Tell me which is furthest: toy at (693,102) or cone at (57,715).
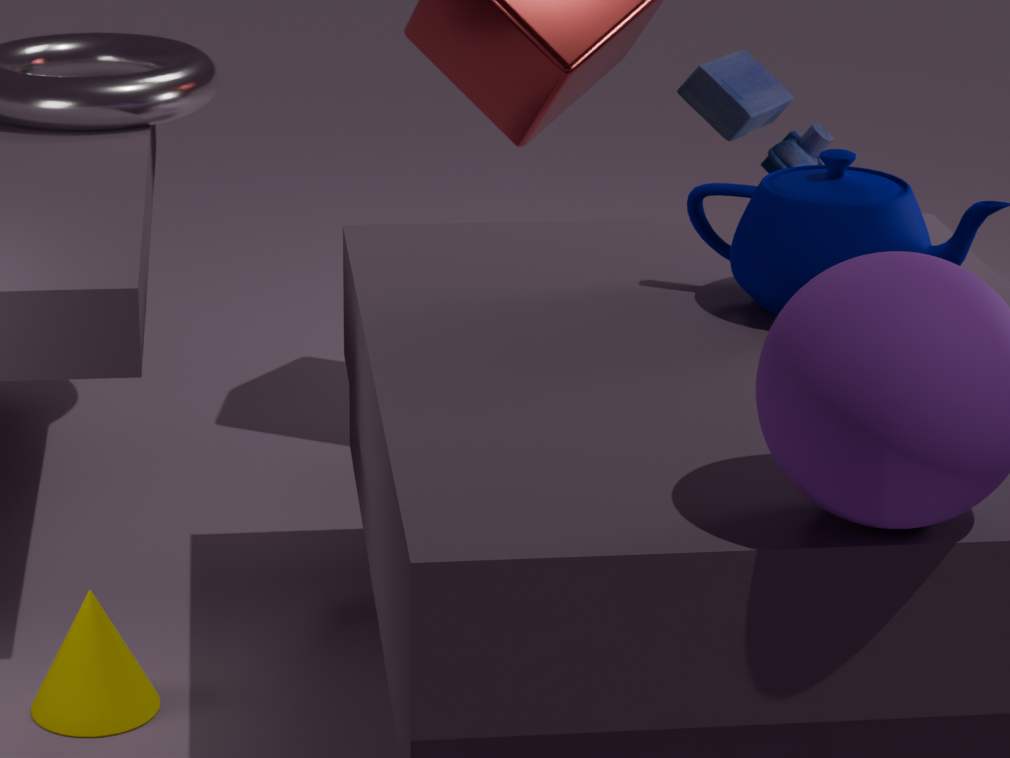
toy at (693,102)
